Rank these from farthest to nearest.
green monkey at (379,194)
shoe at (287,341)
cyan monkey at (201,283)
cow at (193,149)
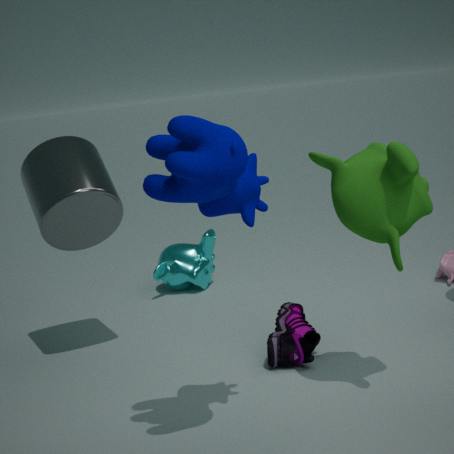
cyan monkey at (201,283), shoe at (287,341), green monkey at (379,194), cow at (193,149)
